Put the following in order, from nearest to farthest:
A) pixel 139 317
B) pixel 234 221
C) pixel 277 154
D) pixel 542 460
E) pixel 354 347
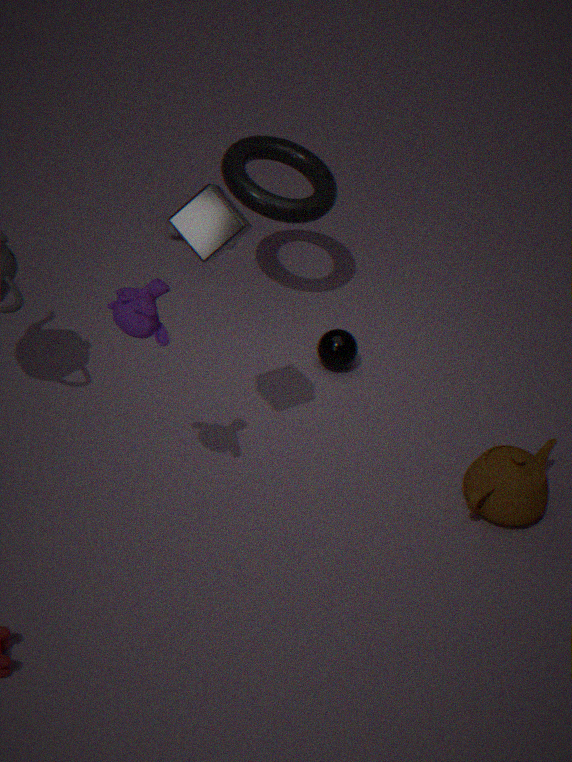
A. pixel 139 317, B. pixel 234 221, D. pixel 542 460, E. pixel 354 347, C. pixel 277 154
